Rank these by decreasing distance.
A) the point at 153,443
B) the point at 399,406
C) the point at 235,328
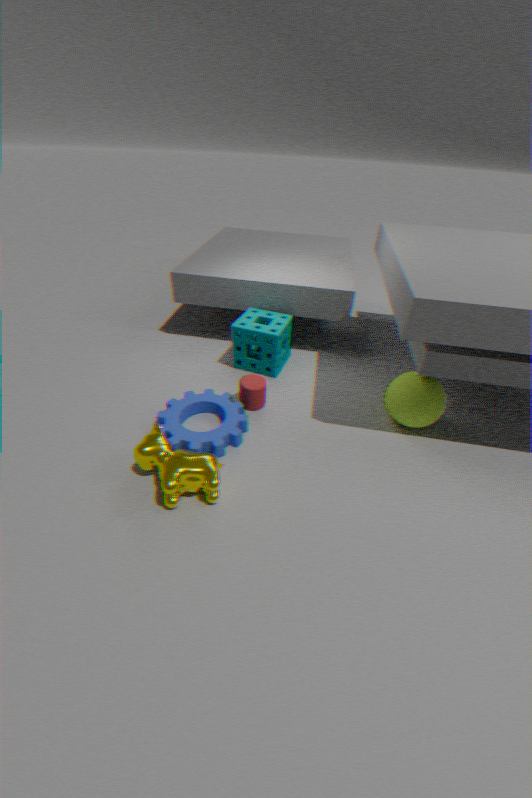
the point at 235,328, the point at 399,406, the point at 153,443
